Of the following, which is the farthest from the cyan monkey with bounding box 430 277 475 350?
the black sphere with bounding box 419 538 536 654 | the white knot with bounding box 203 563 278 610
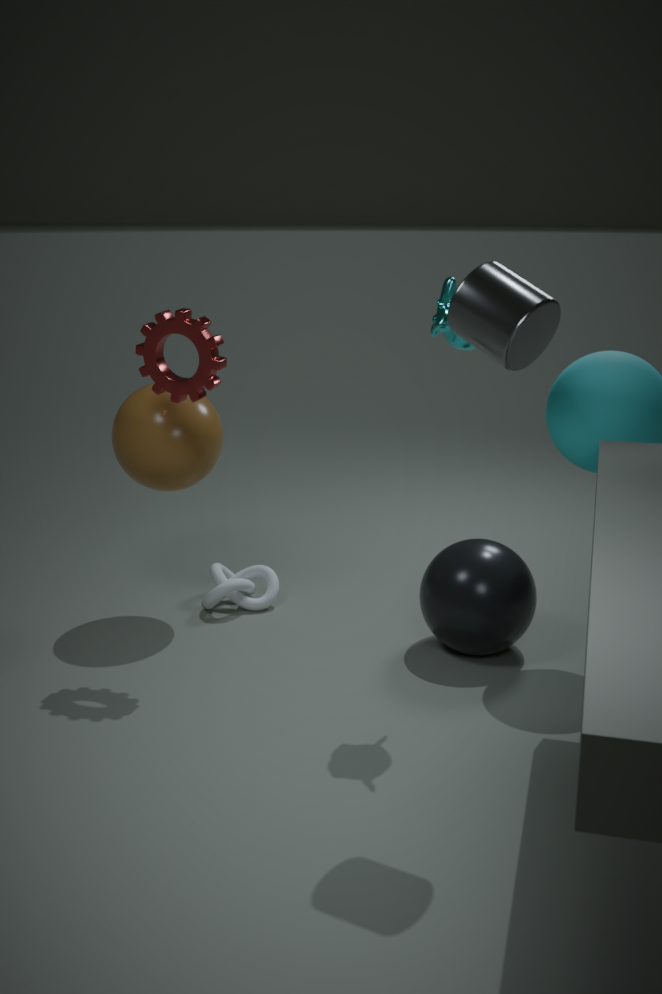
the white knot with bounding box 203 563 278 610
